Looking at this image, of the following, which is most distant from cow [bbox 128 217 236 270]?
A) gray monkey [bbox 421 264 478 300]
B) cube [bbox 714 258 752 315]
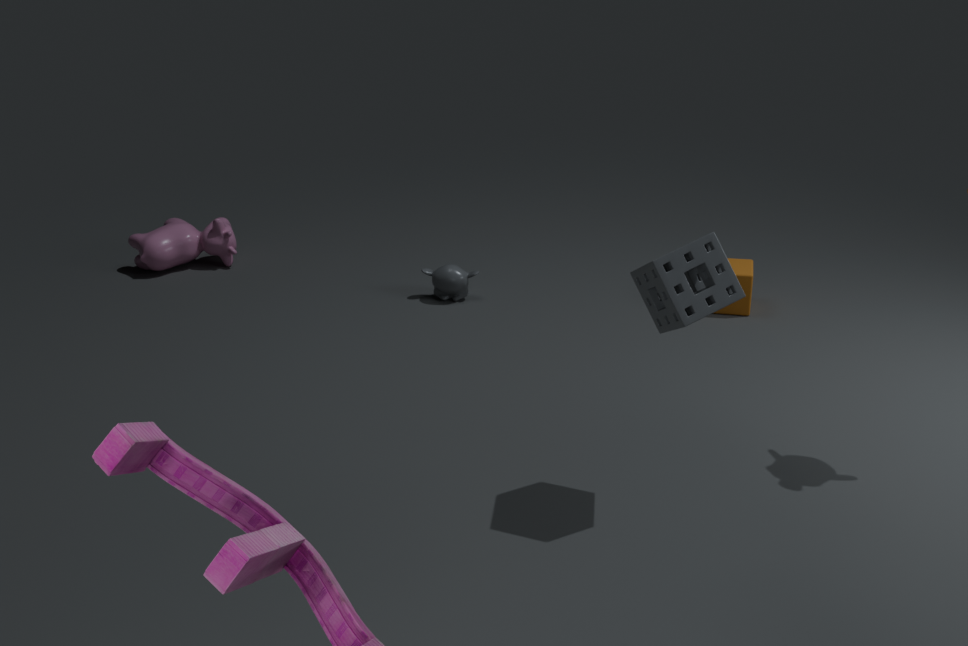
cube [bbox 714 258 752 315]
